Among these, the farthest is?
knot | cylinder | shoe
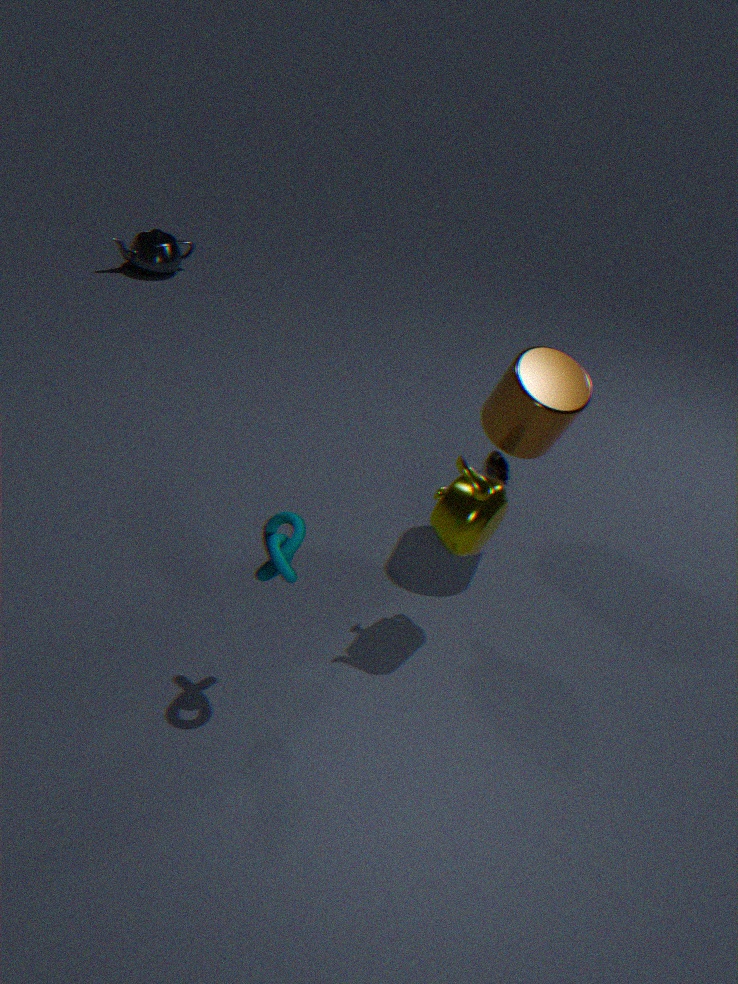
shoe
